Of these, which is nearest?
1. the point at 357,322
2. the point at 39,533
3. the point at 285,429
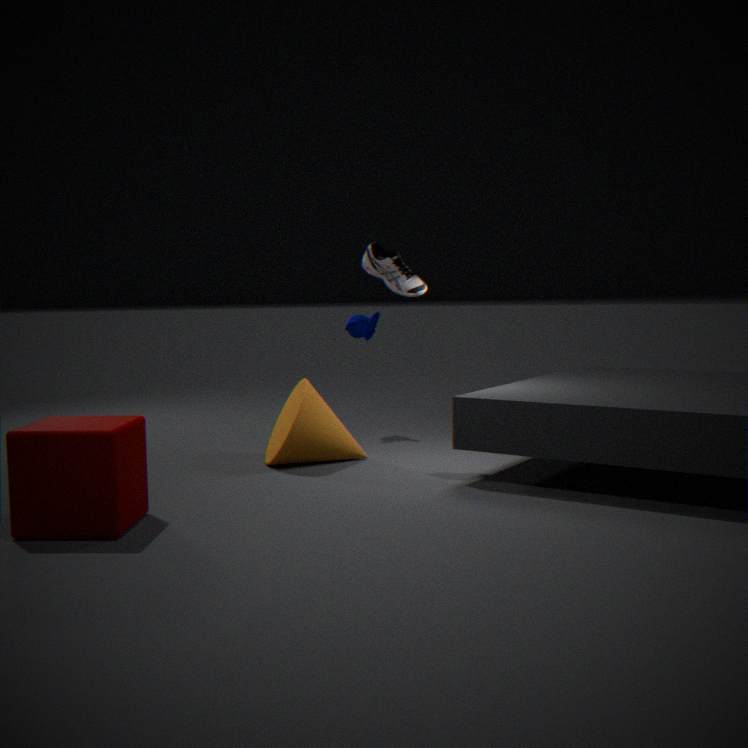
the point at 39,533
